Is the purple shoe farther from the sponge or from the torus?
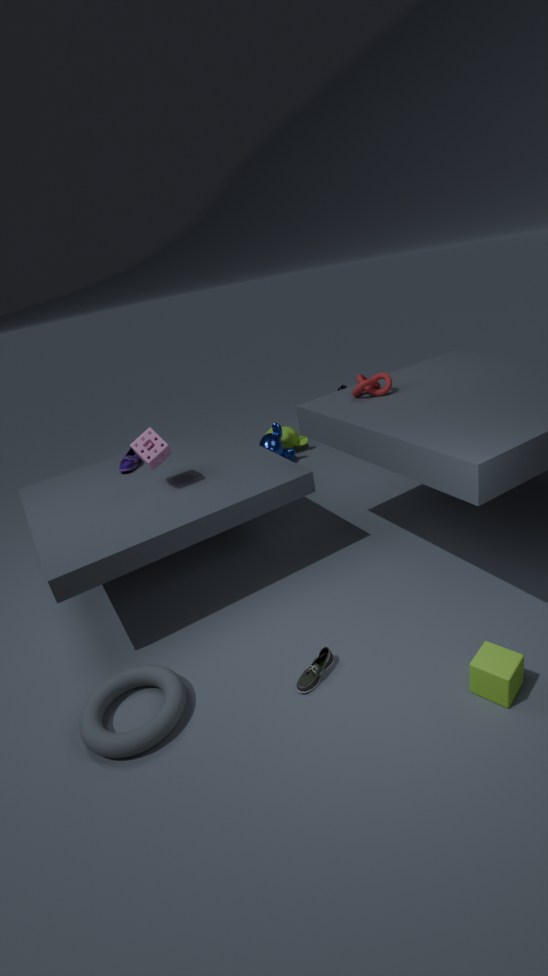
the torus
